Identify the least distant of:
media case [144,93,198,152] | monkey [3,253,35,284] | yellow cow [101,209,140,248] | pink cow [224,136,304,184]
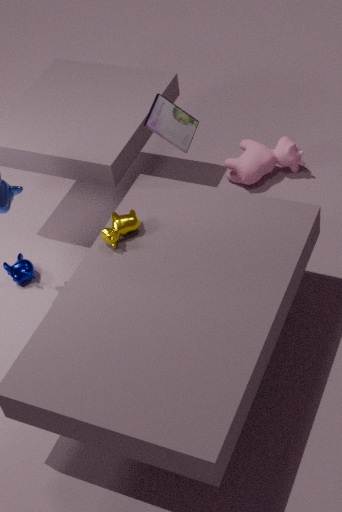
yellow cow [101,209,140,248]
